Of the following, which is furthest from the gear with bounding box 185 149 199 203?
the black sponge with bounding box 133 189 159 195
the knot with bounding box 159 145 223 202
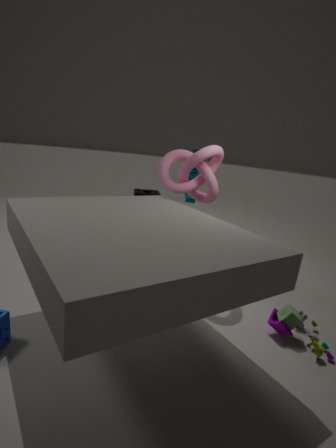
the black sponge with bounding box 133 189 159 195
